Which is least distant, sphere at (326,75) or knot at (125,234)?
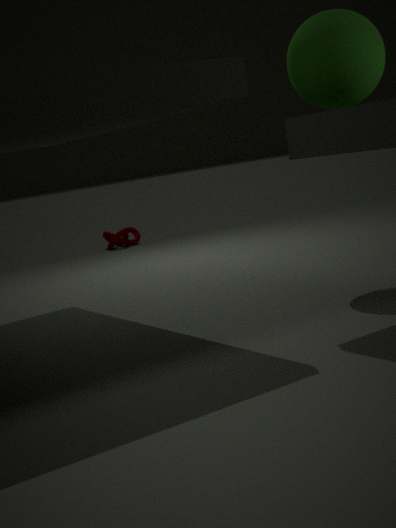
sphere at (326,75)
